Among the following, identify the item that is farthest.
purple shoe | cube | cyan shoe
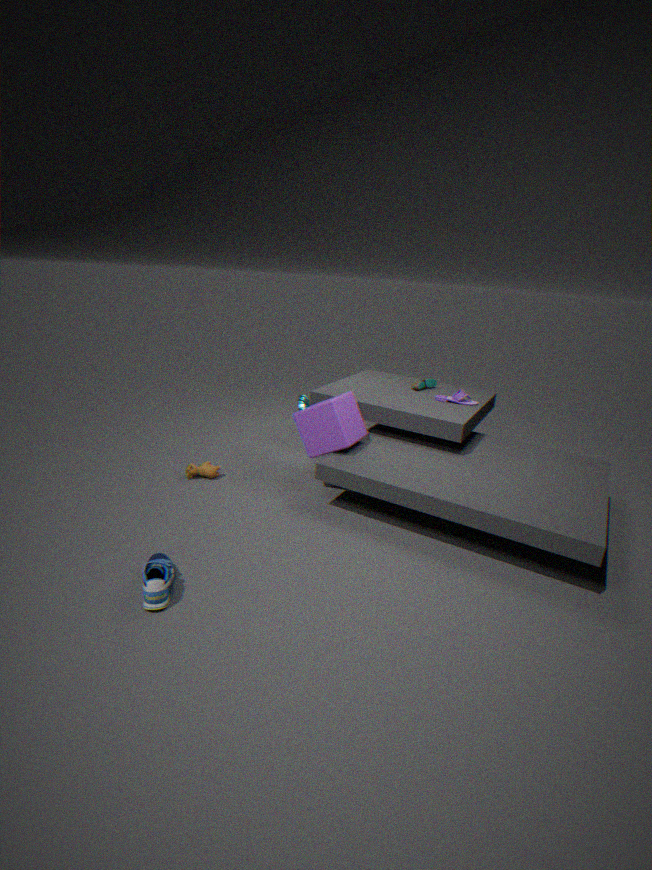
purple shoe
